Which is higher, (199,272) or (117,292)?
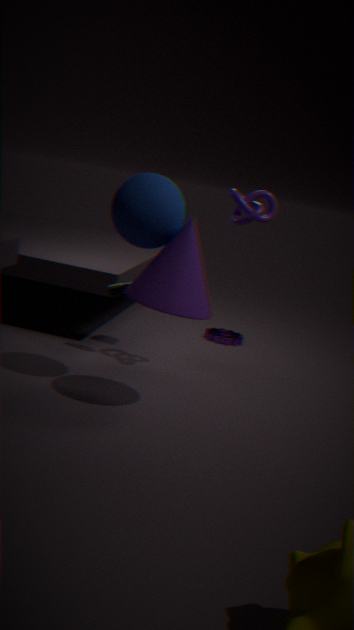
(199,272)
